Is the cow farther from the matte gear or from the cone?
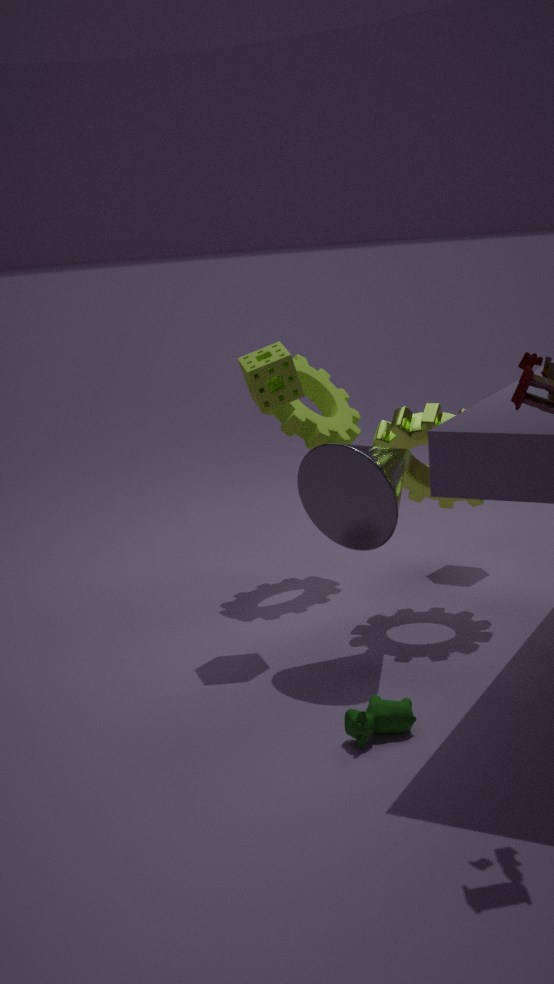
the matte gear
